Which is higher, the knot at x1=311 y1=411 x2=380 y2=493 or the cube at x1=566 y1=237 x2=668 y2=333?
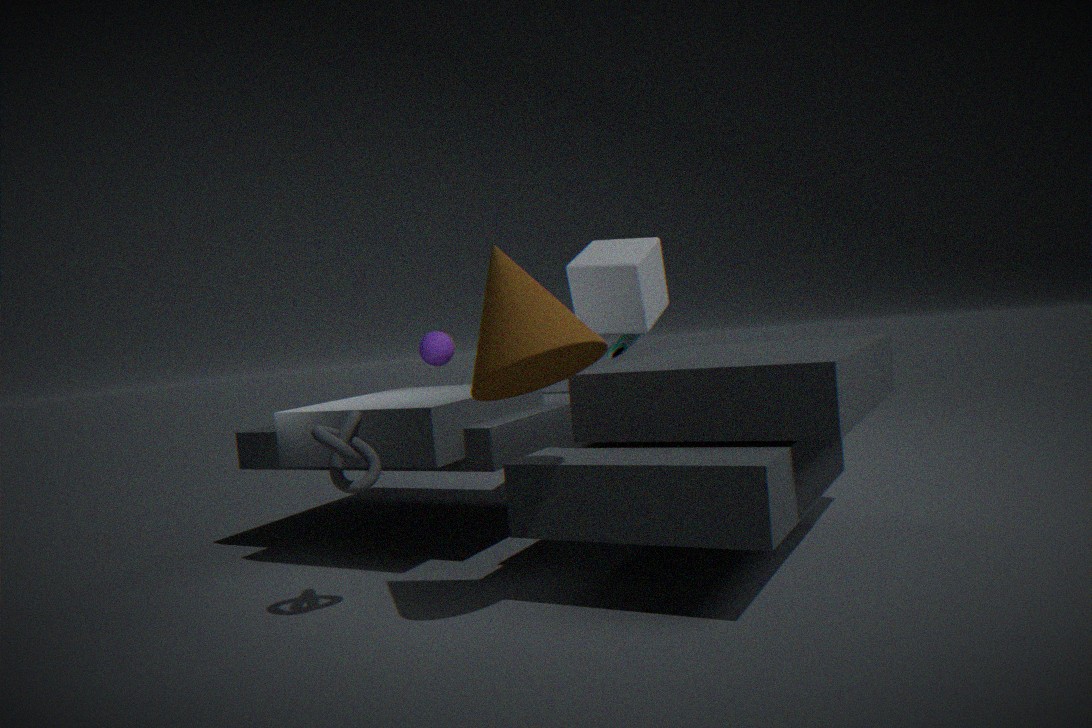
the cube at x1=566 y1=237 x2=668 y2=333
